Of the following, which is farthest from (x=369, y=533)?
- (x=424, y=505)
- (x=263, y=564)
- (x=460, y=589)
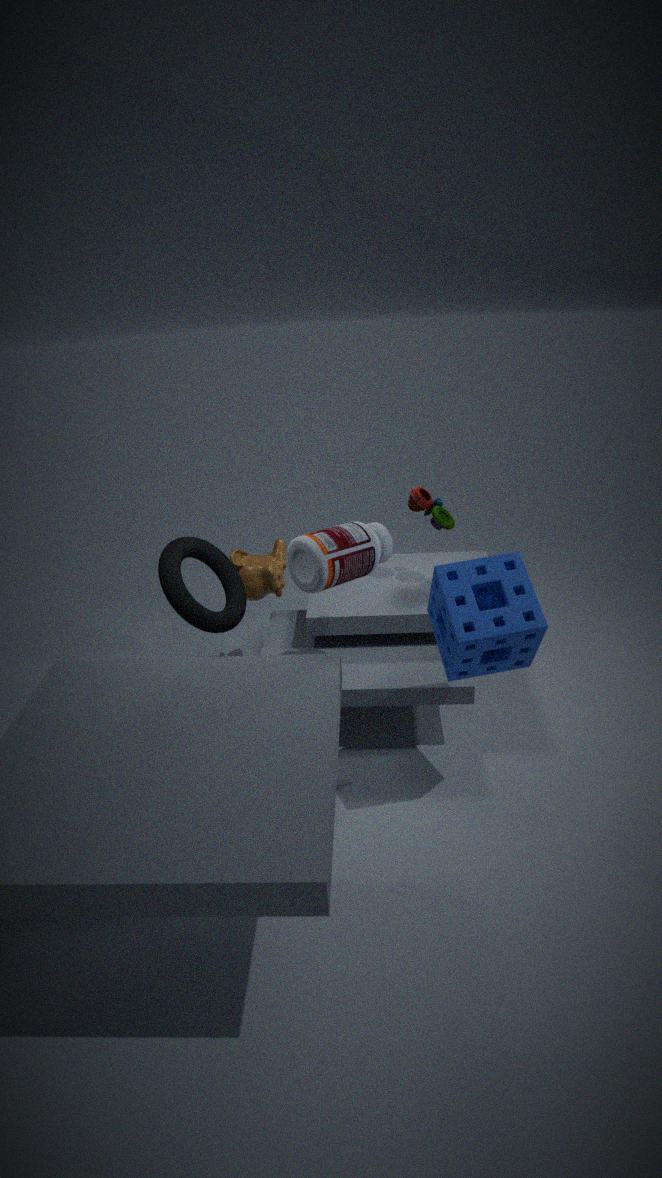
(x=263, y=564)
